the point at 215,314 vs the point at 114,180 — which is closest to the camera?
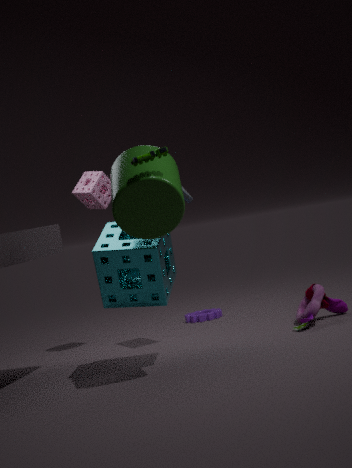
the point at 114,180
